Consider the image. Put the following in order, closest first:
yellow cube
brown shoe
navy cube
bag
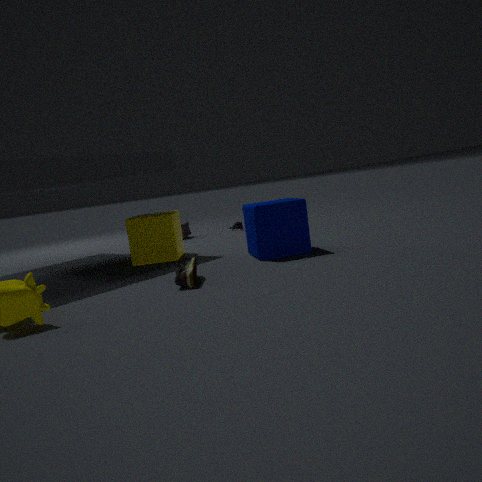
brown shoe < navy cube < yellow cube < bag
